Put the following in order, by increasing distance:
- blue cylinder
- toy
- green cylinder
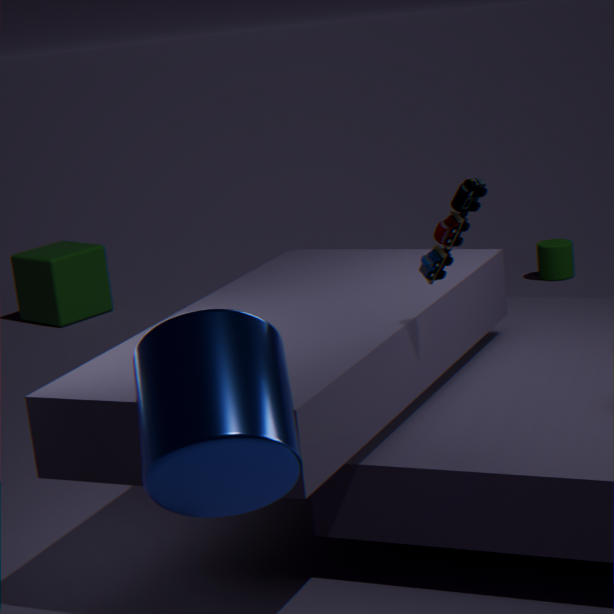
blue cylinder < toy < green cylinder
